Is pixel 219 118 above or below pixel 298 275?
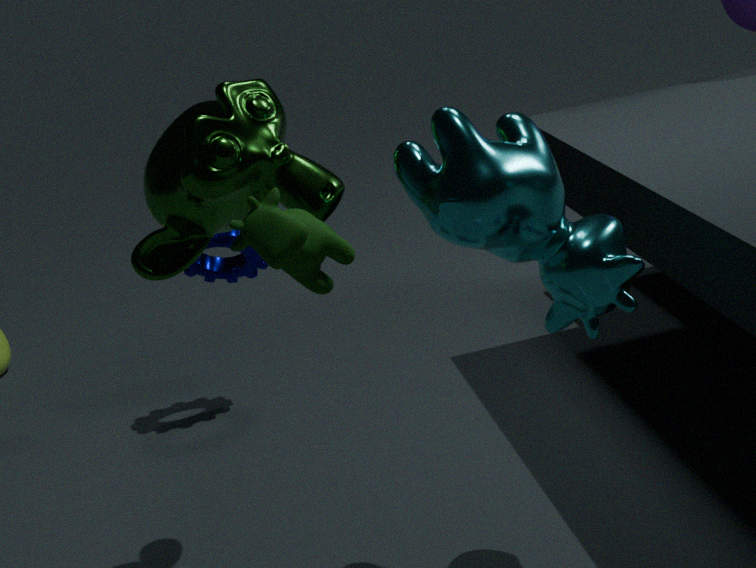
above
